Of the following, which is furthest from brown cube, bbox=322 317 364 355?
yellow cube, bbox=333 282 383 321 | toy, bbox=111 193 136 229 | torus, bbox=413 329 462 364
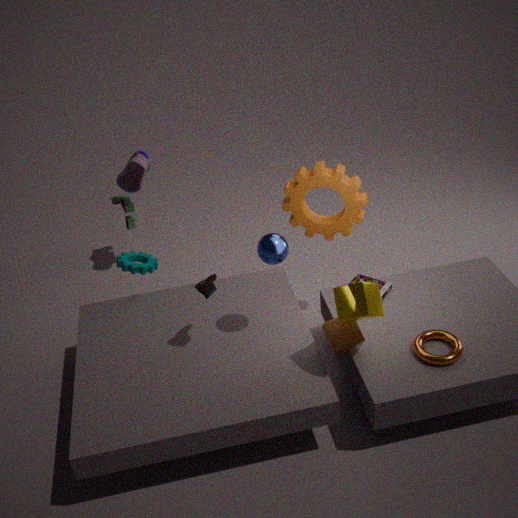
toy, bbox=111 193 136 229
